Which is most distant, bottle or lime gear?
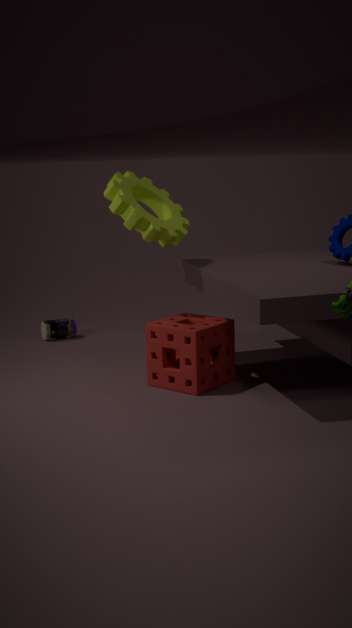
bottle
